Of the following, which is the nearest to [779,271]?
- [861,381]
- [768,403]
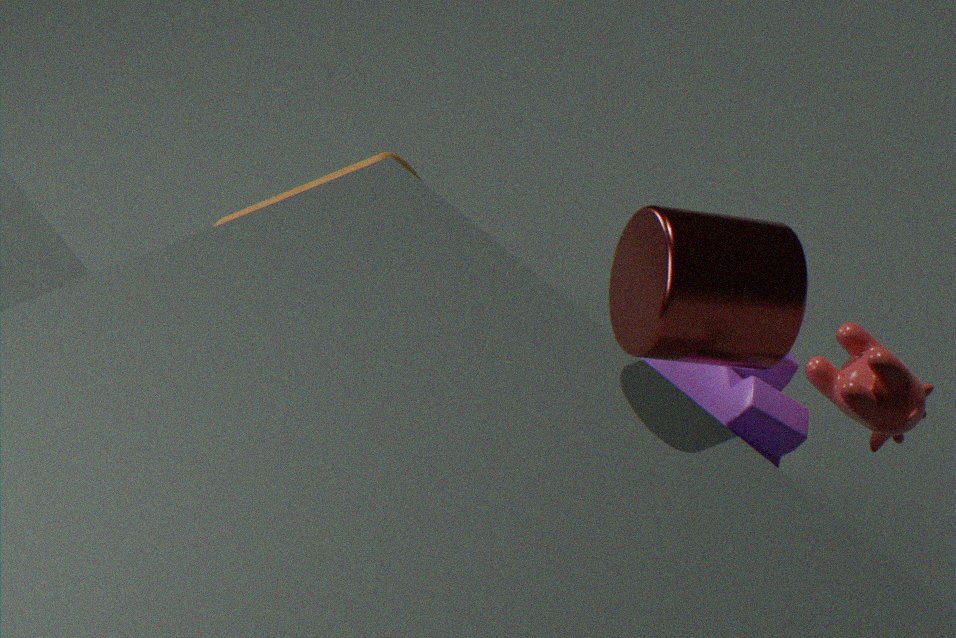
[861,381]
